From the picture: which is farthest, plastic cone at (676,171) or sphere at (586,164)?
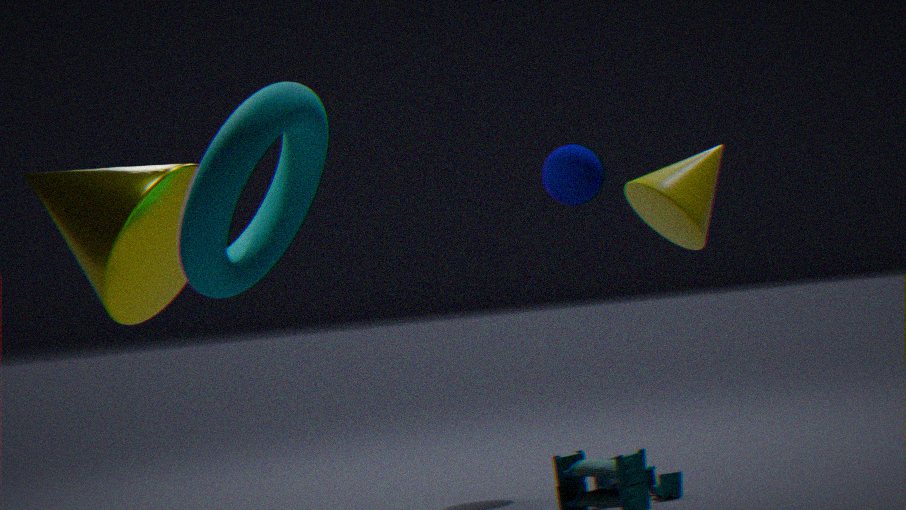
sphere at (586,164)
